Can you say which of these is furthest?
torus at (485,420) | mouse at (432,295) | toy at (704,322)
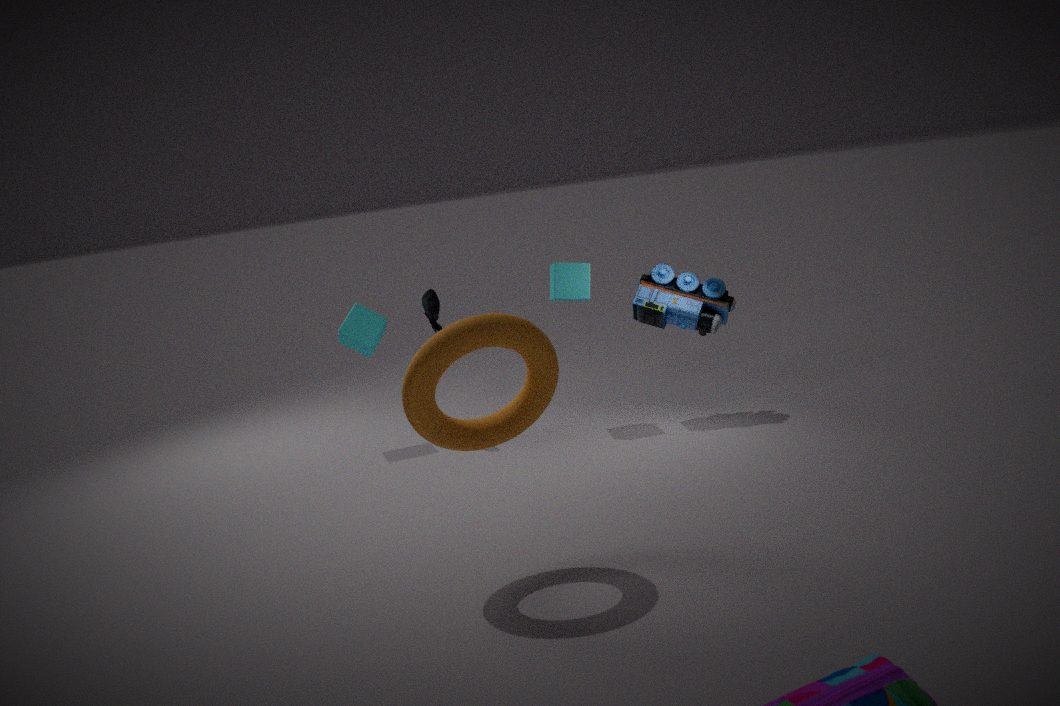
mouse at (432,295)
